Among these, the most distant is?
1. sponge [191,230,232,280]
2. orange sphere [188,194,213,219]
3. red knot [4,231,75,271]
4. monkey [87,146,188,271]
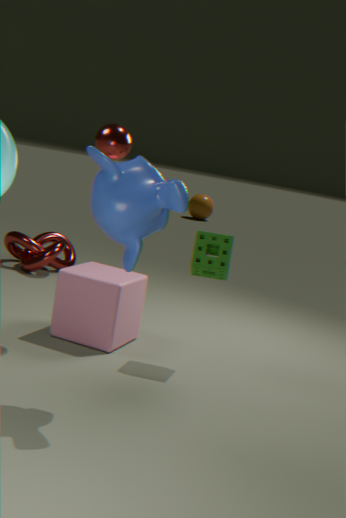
orange sphere [188,194,213,219]
